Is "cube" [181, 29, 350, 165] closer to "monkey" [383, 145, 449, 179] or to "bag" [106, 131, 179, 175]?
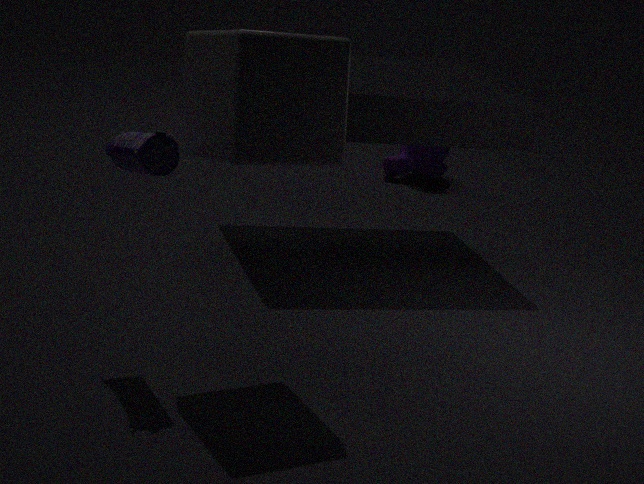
"bag" [106, 131, 179, 175]
